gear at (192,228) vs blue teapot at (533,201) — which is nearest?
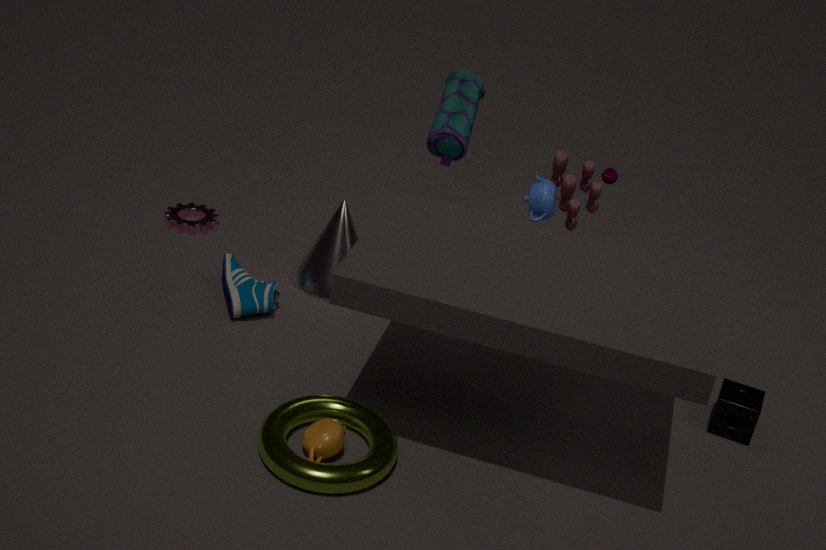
blue teapot at (533,201)
